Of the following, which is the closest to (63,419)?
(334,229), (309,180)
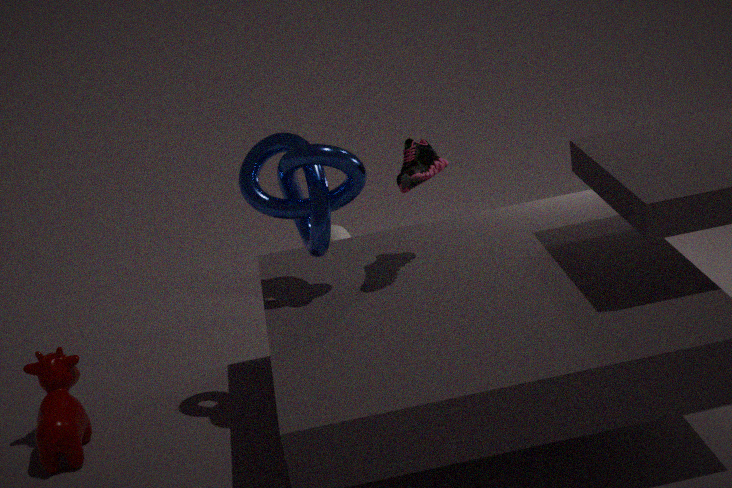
(309,180)
